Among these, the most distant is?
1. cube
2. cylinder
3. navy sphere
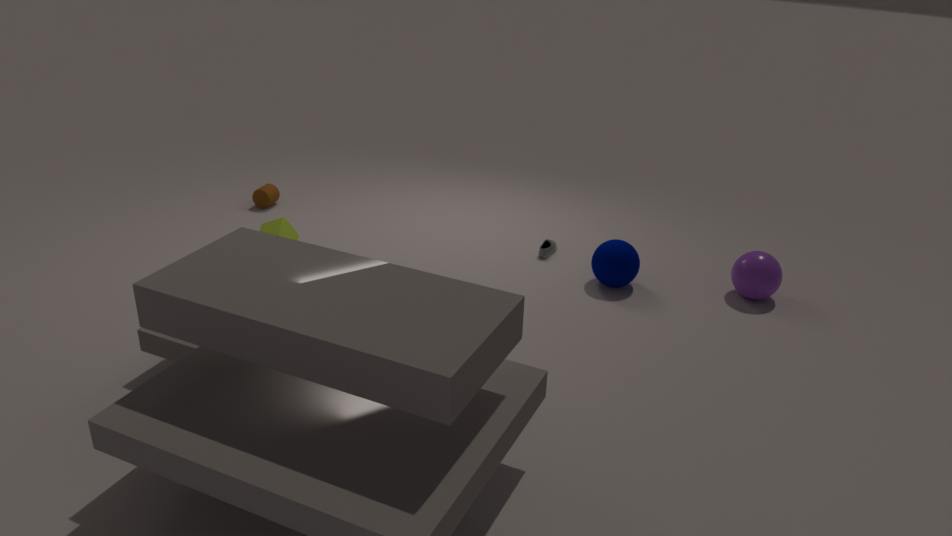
cylinder
